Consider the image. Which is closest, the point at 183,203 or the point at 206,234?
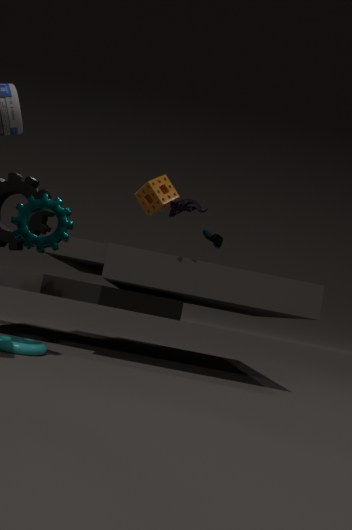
the point at 183,203
